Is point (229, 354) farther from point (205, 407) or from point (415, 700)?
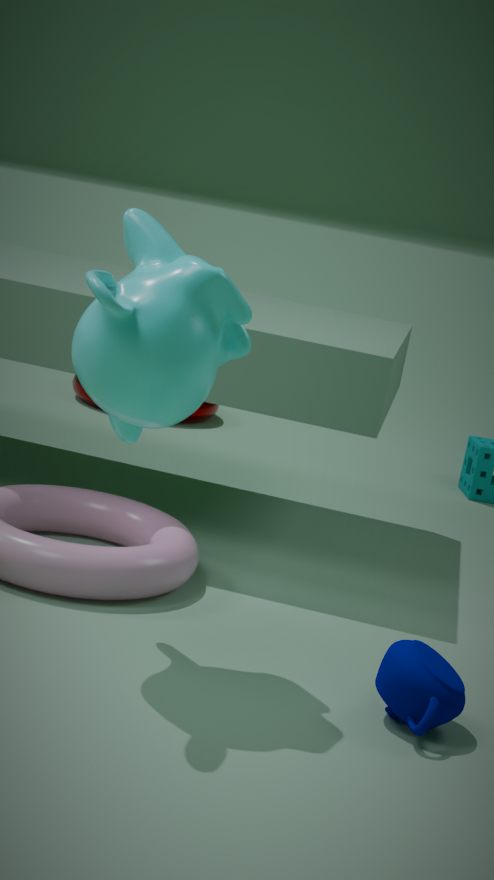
point (205, 407)
